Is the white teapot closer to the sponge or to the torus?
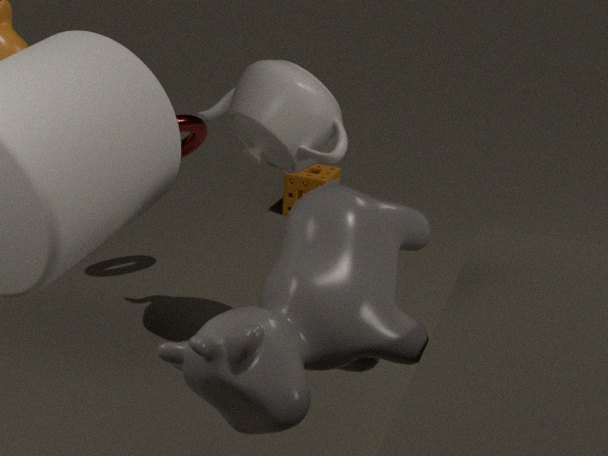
the torus
